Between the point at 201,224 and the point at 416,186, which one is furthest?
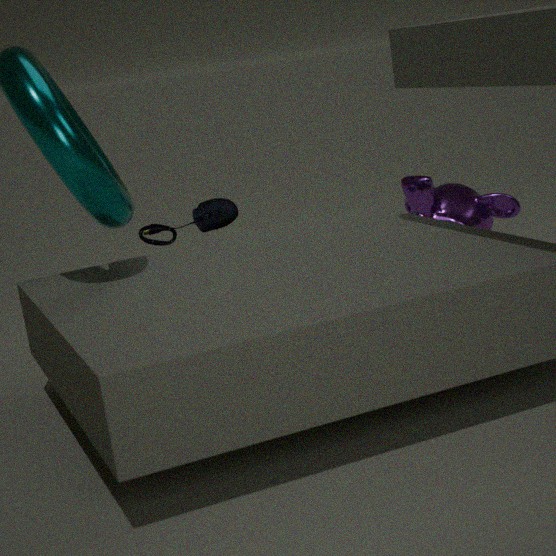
the point at 416,186
